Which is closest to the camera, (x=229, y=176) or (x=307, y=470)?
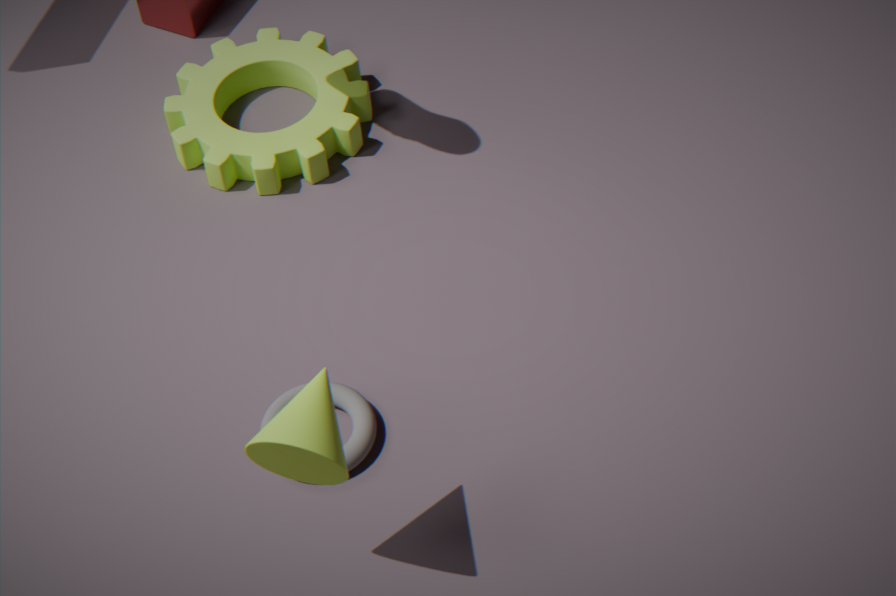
(x=307, y=470)
